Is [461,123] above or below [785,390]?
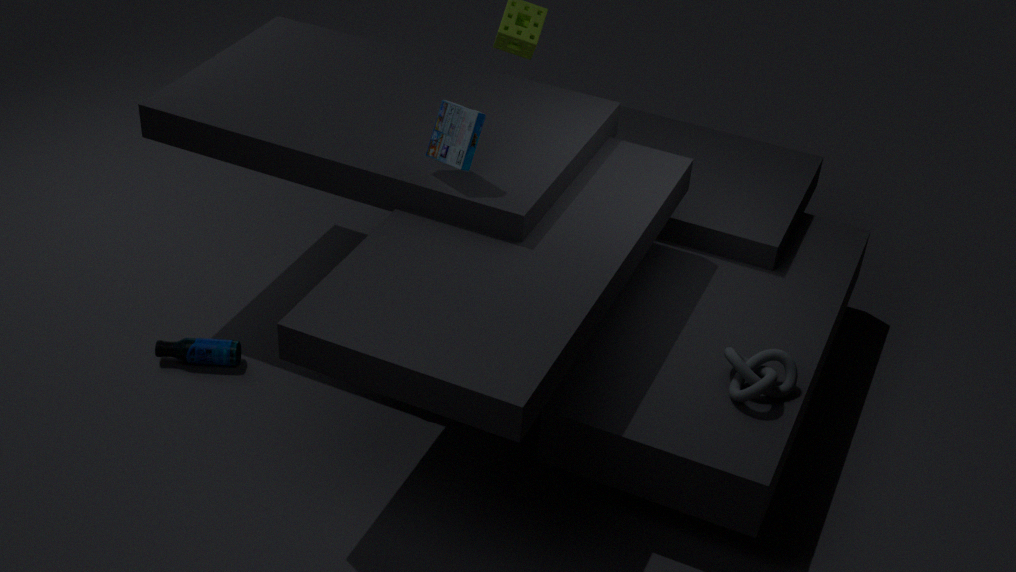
above
